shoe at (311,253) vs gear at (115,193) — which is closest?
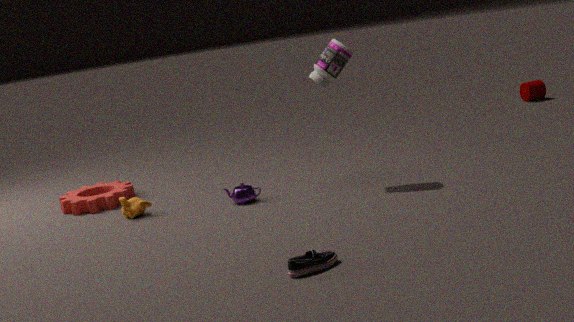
shoe at (311,253)
